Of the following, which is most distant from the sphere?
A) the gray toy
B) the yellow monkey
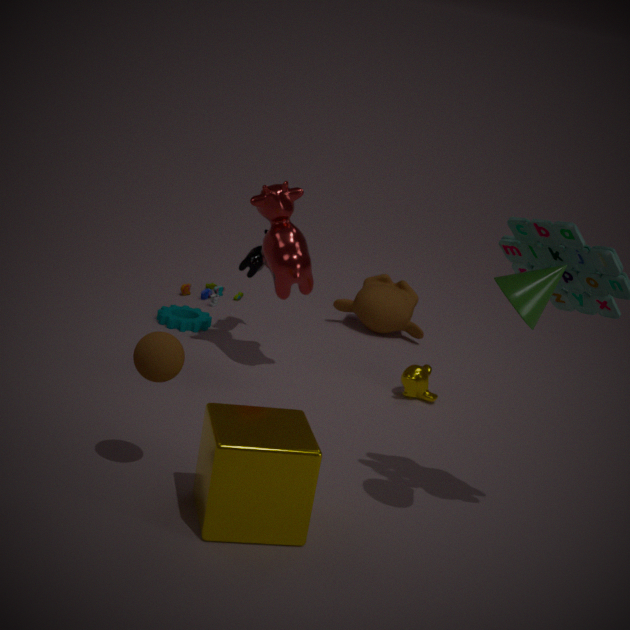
the gray toy
